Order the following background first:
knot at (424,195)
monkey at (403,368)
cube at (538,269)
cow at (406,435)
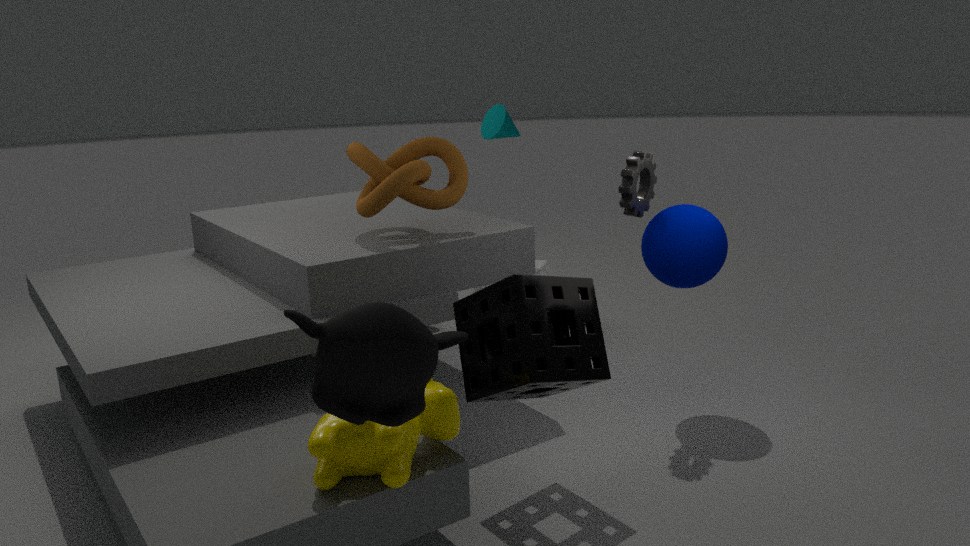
1. cube at (538,269)
2. knot at (424,195)
3. cow at (406,435)
4. monkey at (403,368)
